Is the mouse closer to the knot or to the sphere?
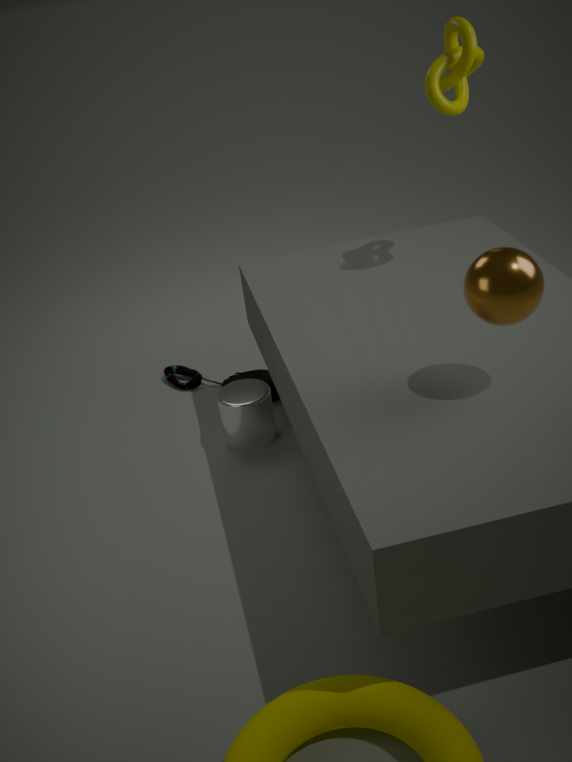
the knot
